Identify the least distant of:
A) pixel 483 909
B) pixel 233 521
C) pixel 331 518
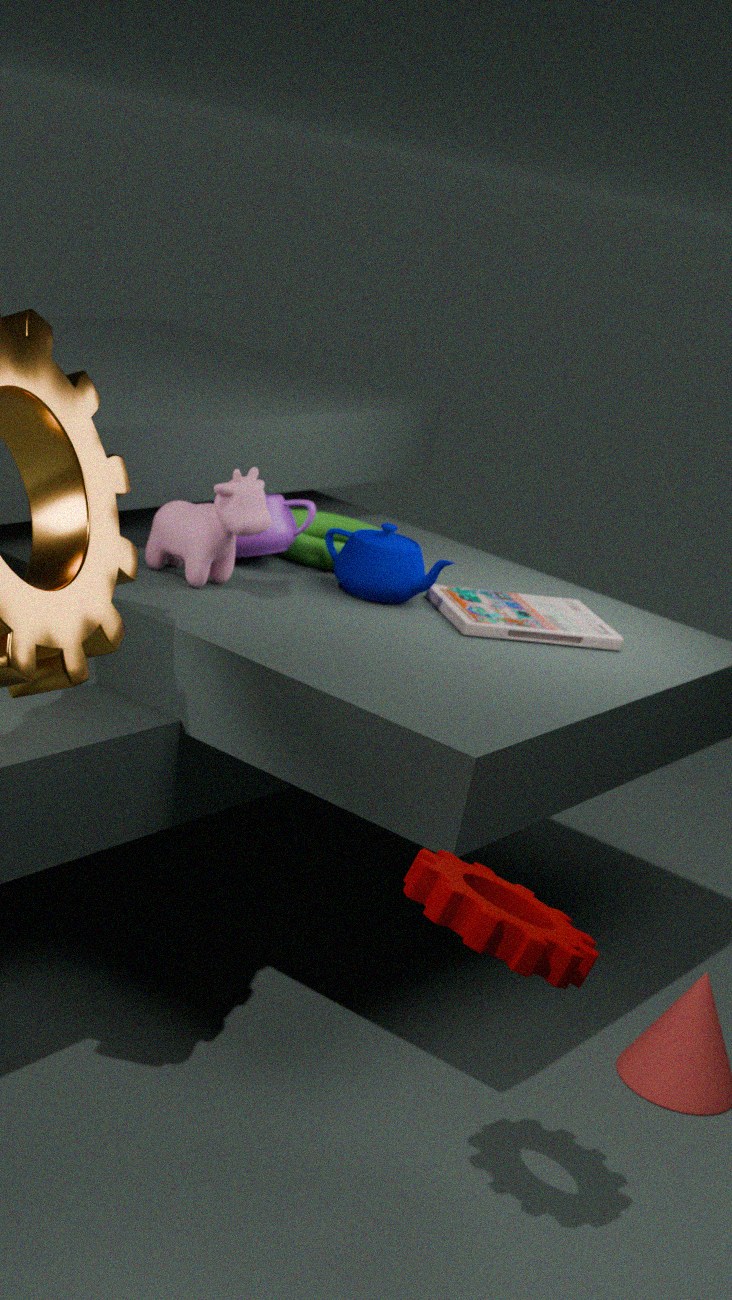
pixel 483 909
